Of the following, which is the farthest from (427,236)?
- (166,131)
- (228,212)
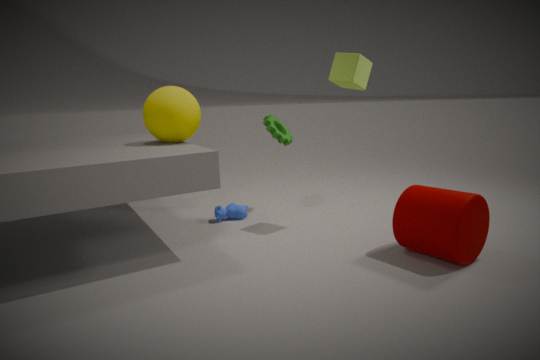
(166,131)
